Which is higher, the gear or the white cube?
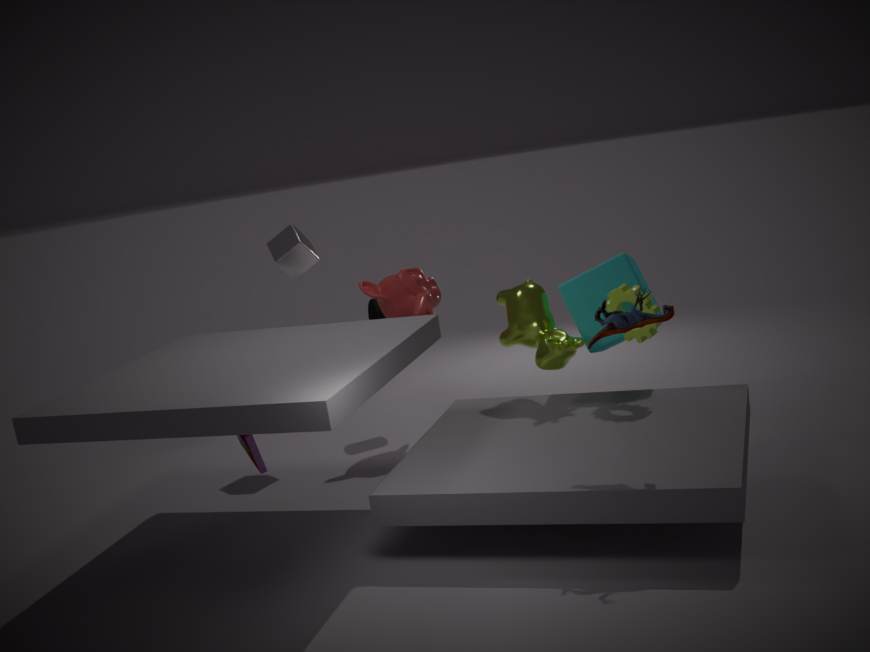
the white cube
